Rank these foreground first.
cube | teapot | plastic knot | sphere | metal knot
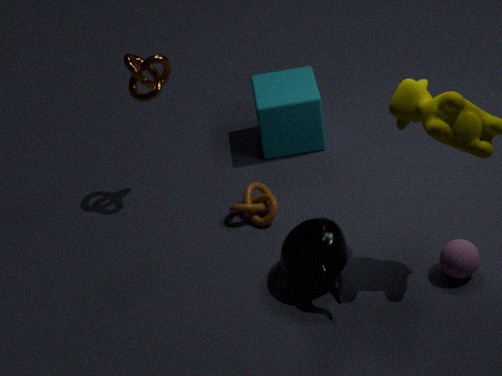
teapot
sphere
metal knot
plastic knot
cube
